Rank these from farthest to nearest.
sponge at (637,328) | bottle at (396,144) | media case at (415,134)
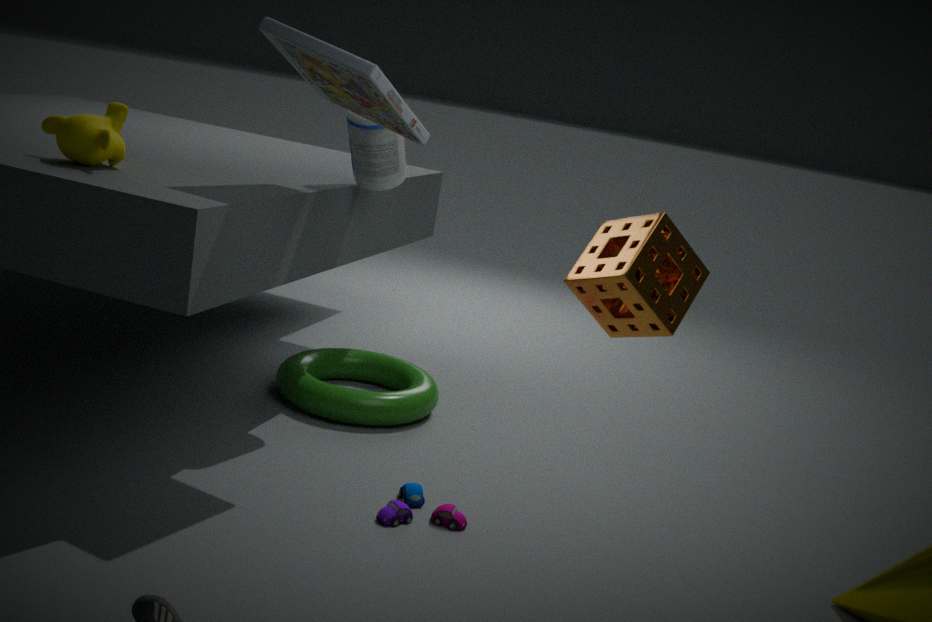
bottle at (396,144)
media case at (415,134)
sponge at (637,328)
